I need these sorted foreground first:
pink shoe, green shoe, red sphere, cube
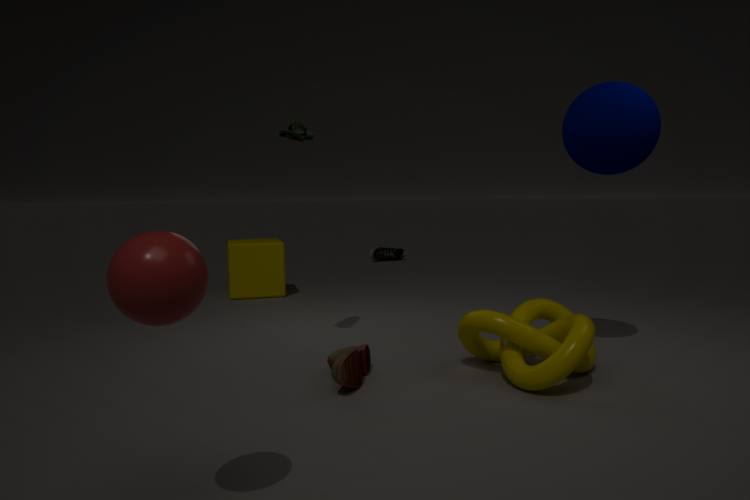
red sphere < green shoe < cube < pink shoe
